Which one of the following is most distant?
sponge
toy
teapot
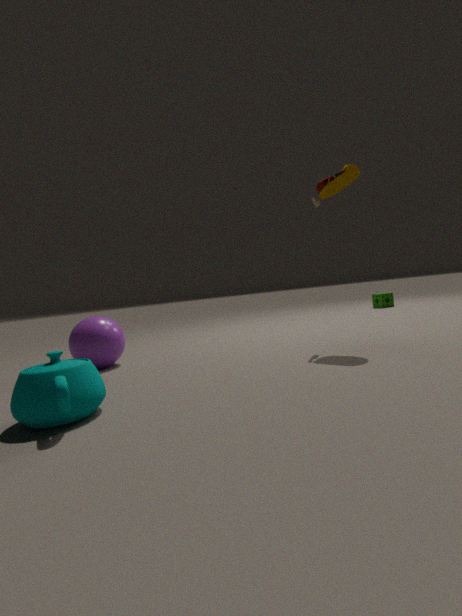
sponge
